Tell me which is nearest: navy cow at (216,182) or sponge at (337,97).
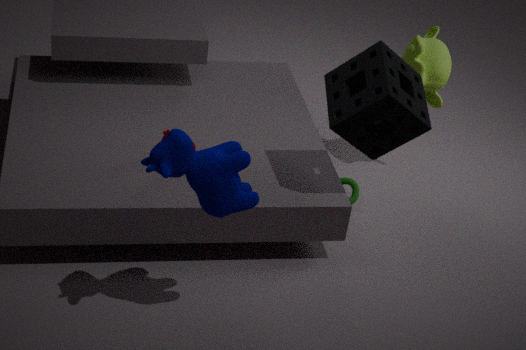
navy cow at (216,182)
